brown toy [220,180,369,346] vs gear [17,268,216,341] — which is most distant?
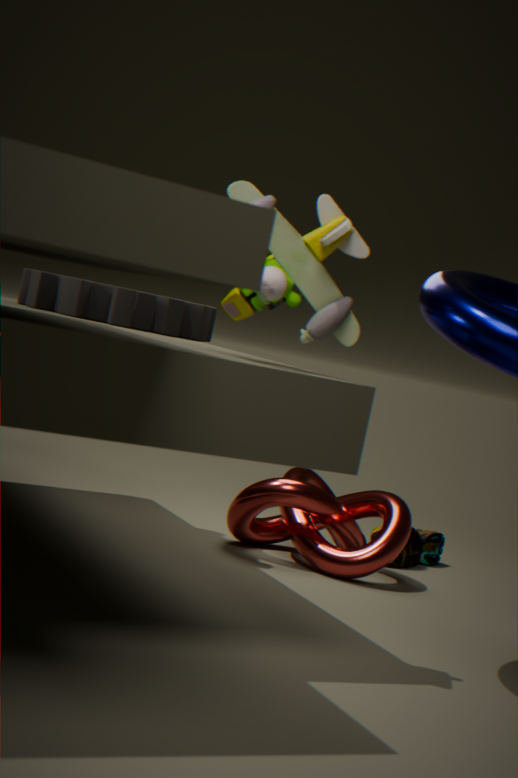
gear [17,268,216,341]
